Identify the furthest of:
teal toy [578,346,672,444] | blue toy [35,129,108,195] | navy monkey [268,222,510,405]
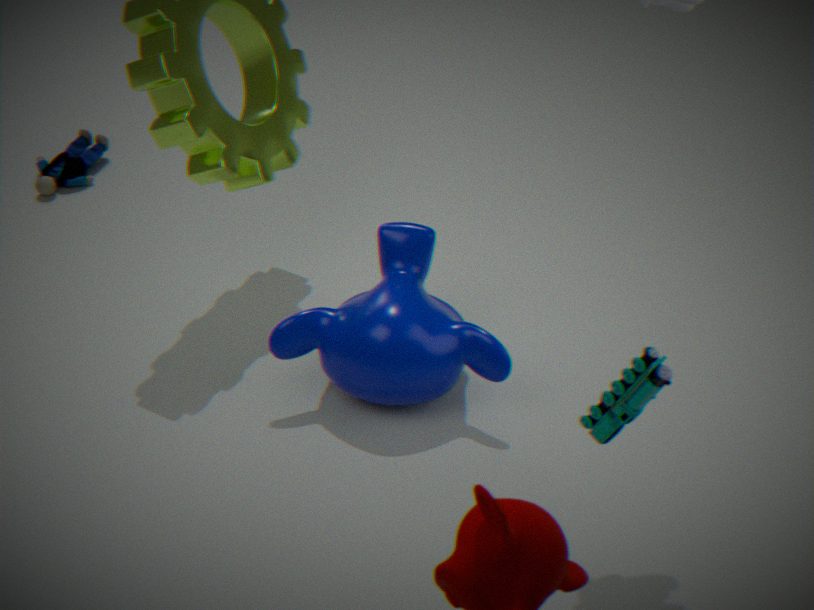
blue toy [35,129,108,195]
